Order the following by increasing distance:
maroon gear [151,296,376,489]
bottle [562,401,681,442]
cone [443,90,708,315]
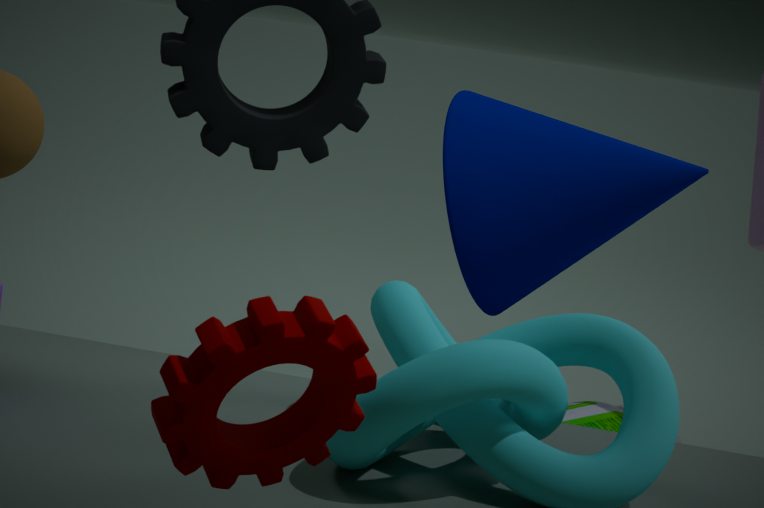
maroon gear [151,296,376,489], cone [443,90,708,315], bottle [562,401,681,442]
